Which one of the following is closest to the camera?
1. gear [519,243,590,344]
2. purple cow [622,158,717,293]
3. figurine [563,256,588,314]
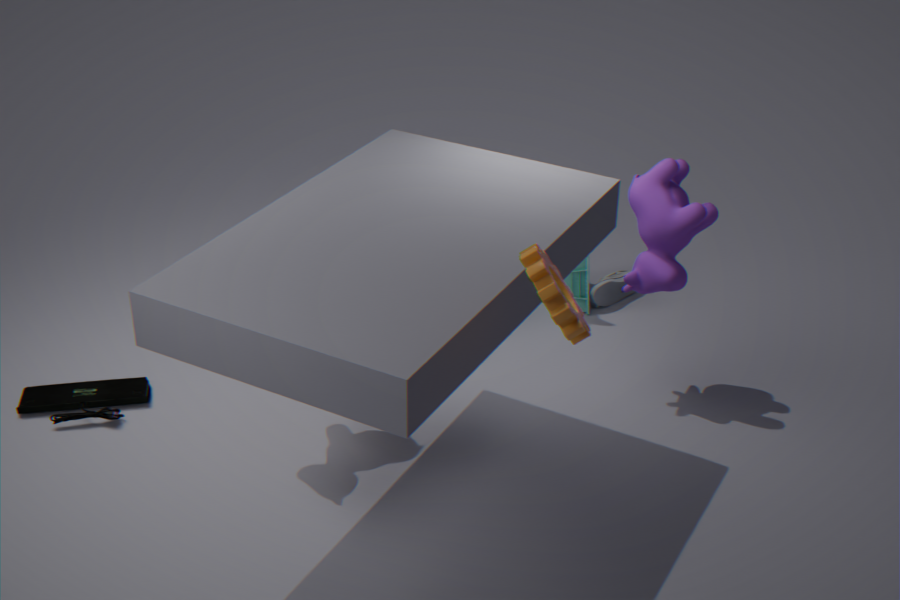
gear [519,243,590,344]
